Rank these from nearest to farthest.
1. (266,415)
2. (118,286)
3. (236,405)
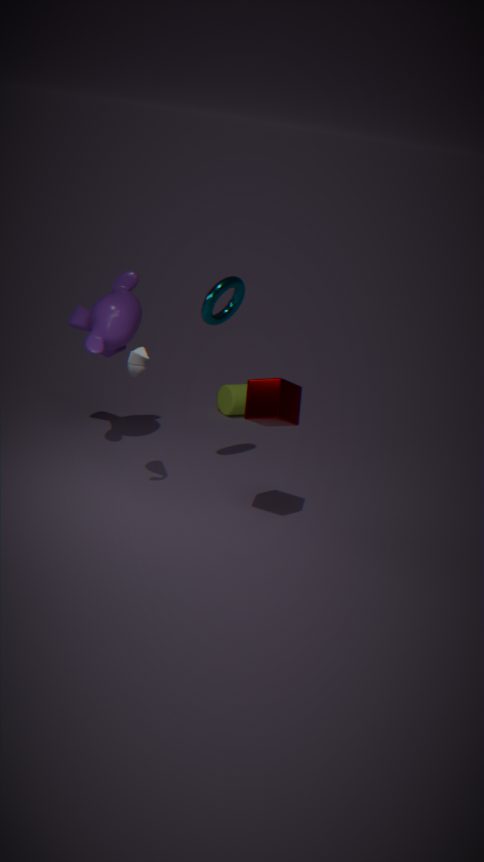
(266,415), (118,286), (236,405)
